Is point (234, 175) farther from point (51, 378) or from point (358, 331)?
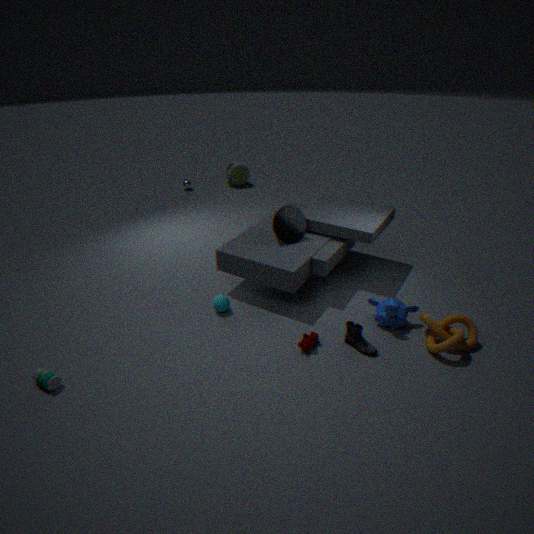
point (51, 378)
